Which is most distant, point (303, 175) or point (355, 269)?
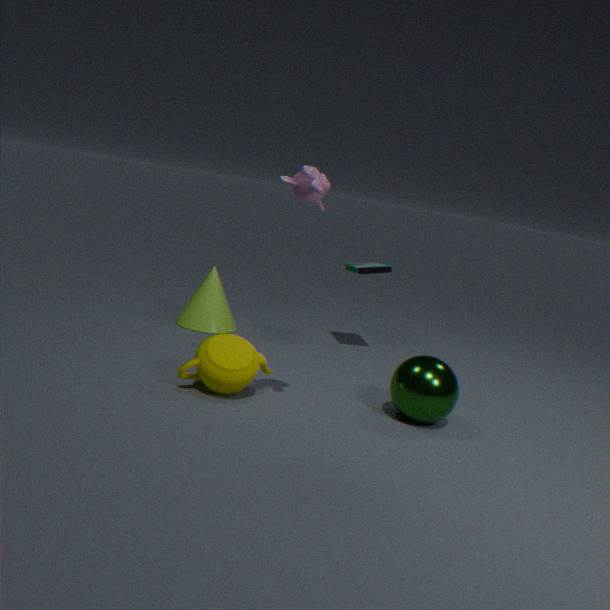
point (355, 269)
